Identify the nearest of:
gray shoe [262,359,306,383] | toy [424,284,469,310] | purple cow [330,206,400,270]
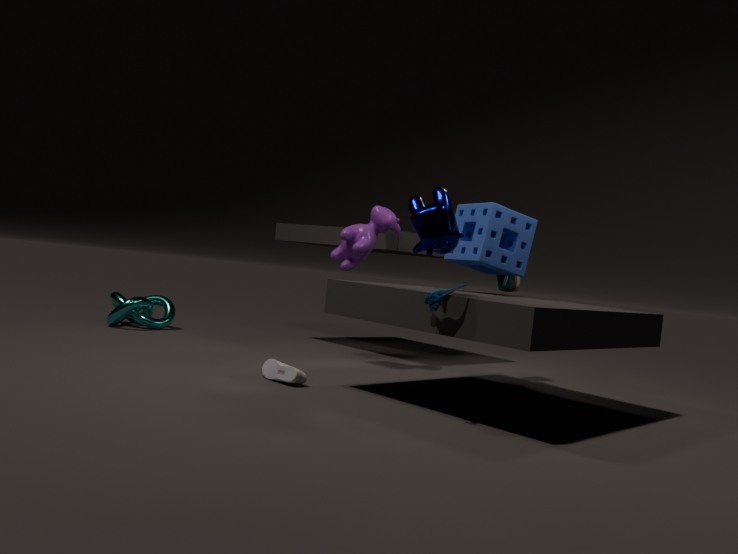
toy [424,284,469,310]
